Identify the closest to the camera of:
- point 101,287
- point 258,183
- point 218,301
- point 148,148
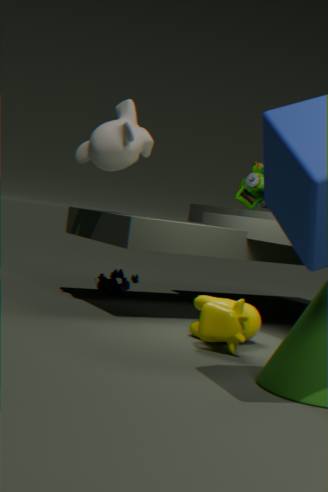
point 218,301
